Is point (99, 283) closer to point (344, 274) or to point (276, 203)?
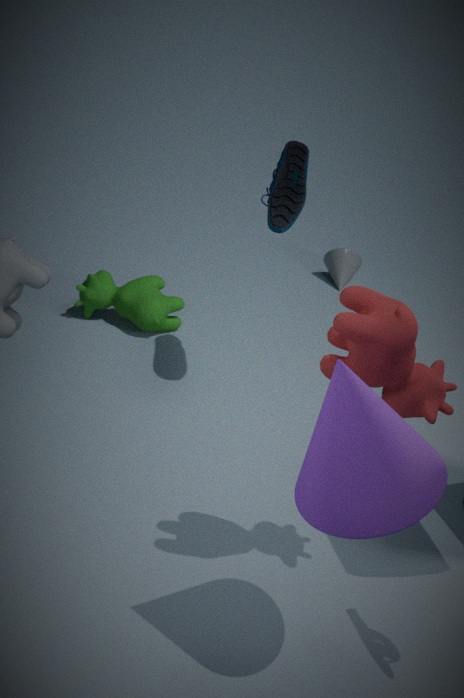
point (276, 203)
